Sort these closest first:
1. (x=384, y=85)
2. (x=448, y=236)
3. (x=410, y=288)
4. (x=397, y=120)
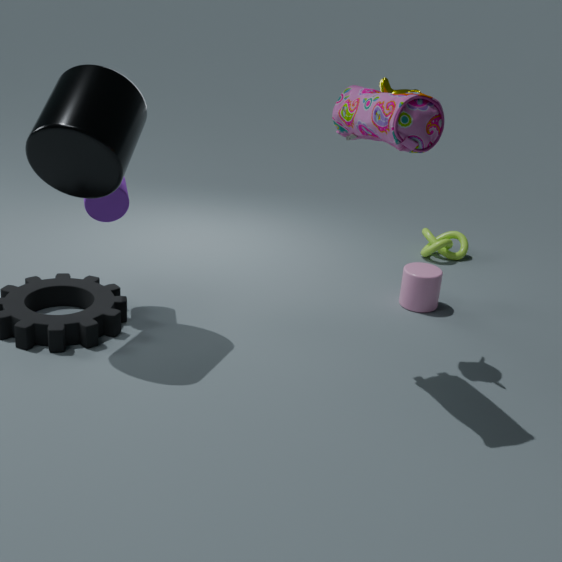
(x=397, y=120) → (x=384, y=85) → (x=410, y=288) → (x=448, y=236)
